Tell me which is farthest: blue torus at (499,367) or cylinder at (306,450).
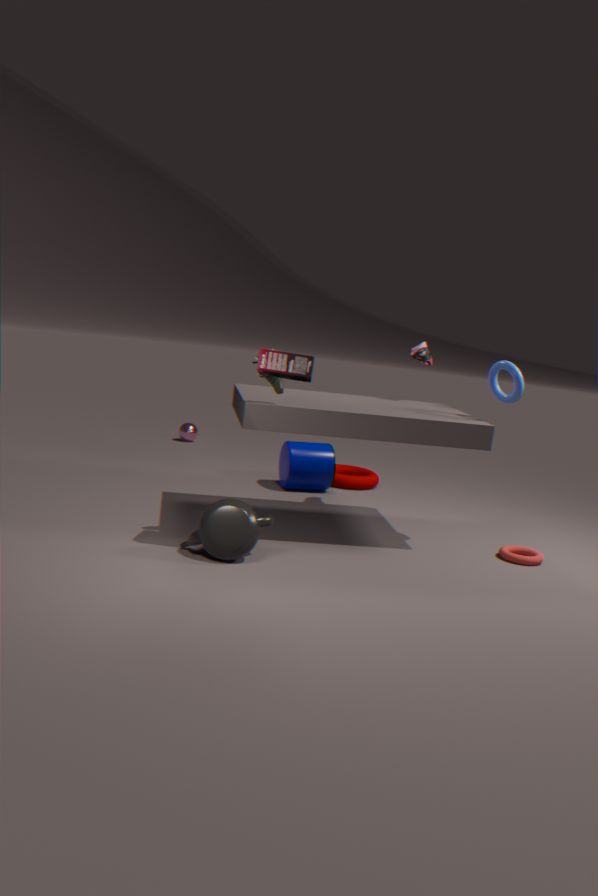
cylinder at (306,450)
